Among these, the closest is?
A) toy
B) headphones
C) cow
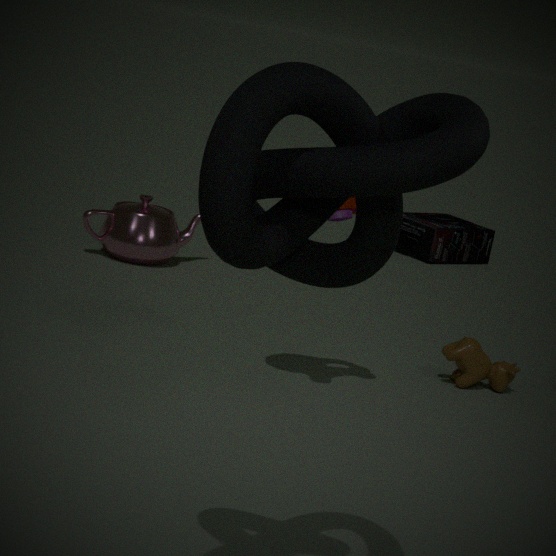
toy
